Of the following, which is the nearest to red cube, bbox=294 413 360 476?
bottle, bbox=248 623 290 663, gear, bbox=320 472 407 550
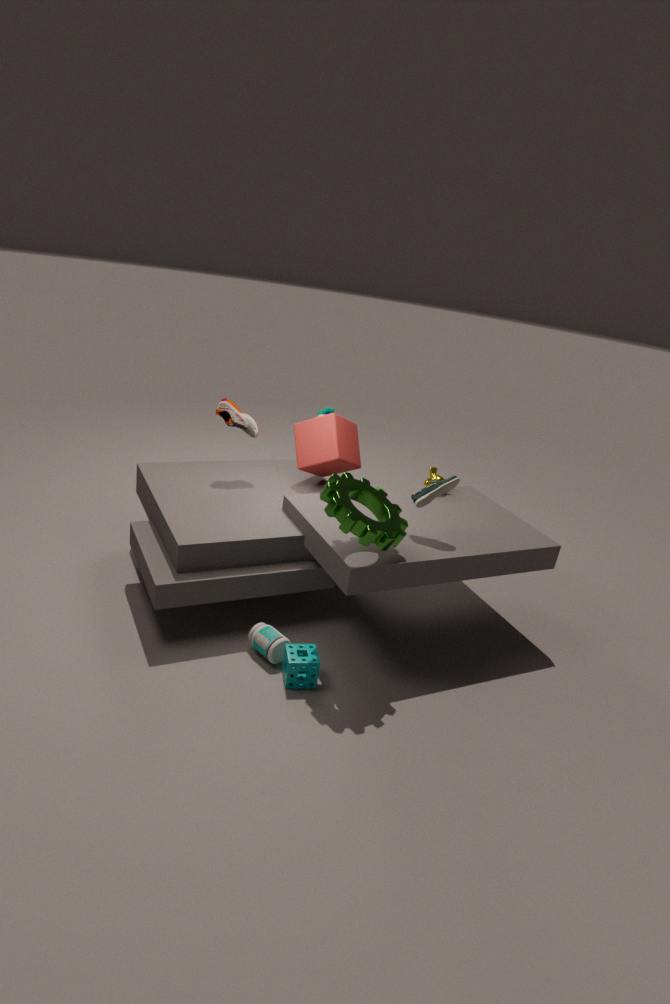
gear, bbox=320 472 407 550
